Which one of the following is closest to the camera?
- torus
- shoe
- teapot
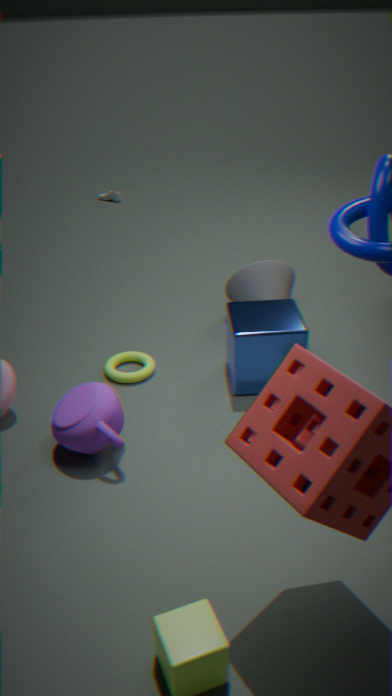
teapot
